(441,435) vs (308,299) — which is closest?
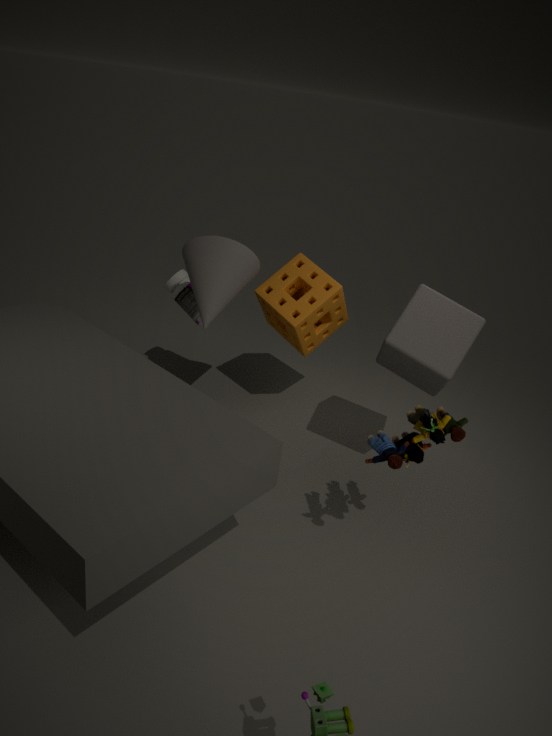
(441,435)
